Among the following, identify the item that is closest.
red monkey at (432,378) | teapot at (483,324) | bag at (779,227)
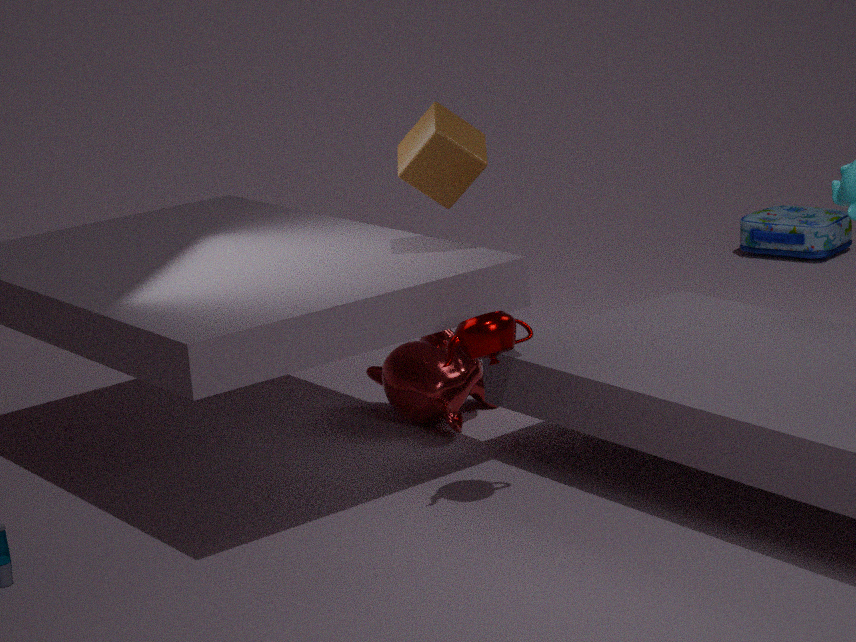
teapot at (483,324)
